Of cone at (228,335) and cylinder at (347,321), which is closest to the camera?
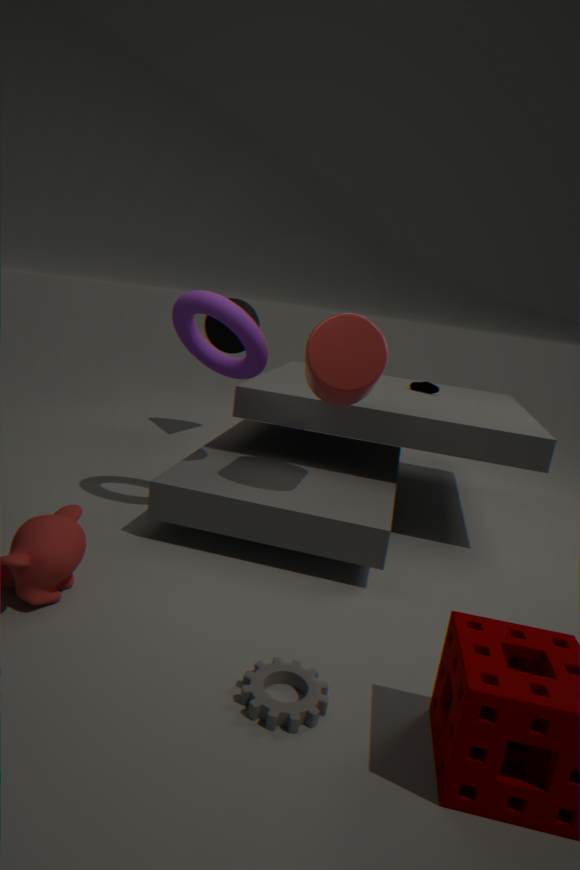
cylinder at (347,321)
